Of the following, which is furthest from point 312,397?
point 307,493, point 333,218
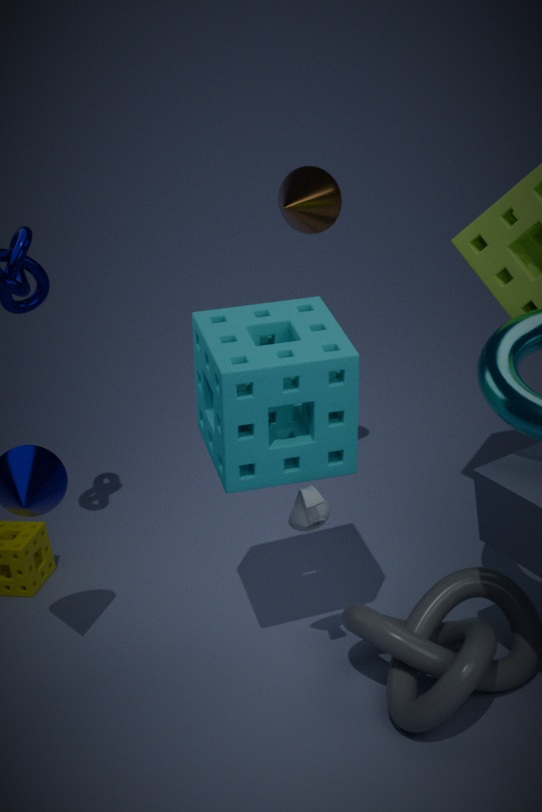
point 333,218
